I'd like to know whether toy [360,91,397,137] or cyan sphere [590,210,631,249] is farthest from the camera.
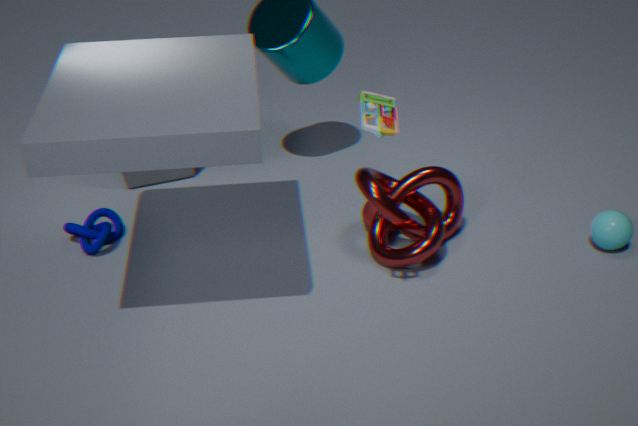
cyan sphere [590,210,631,249]
